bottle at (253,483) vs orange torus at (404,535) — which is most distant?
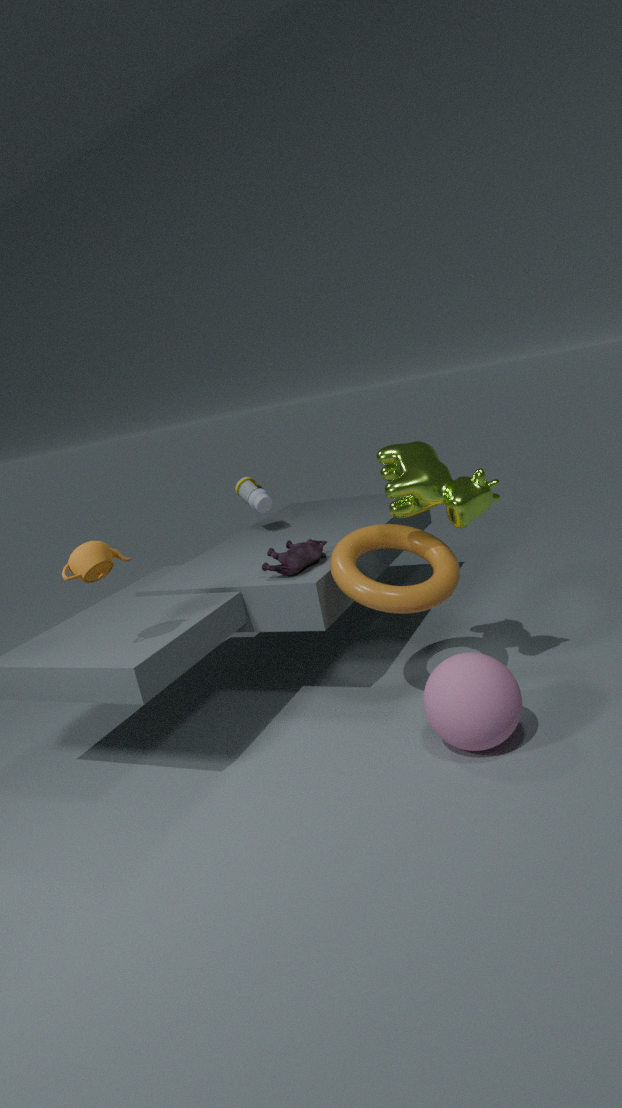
bottle at (253,483)
